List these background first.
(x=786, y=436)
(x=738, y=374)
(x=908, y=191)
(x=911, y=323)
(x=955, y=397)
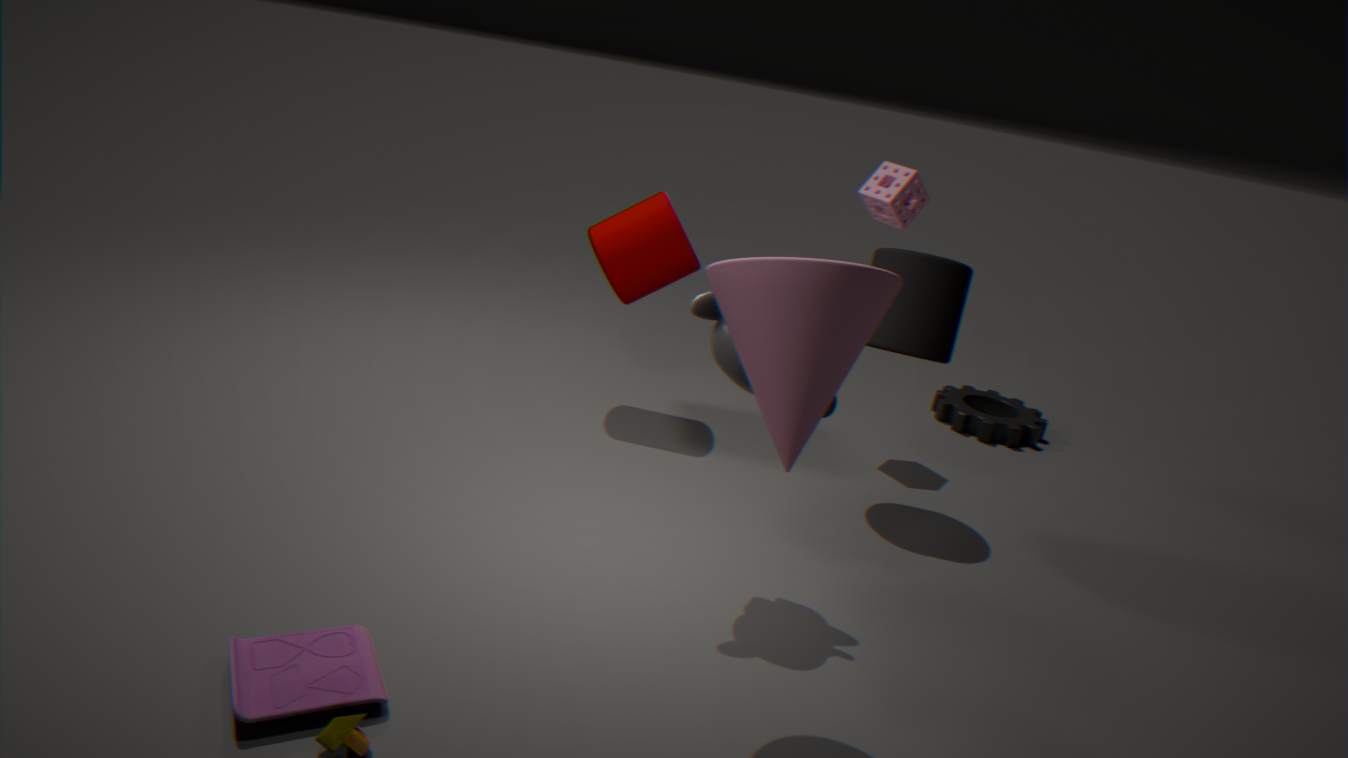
(x=955, y=397) < (x=908, y=191) < (x=911, y=323) < (x=738, y=374) < (x=786, y=436)
